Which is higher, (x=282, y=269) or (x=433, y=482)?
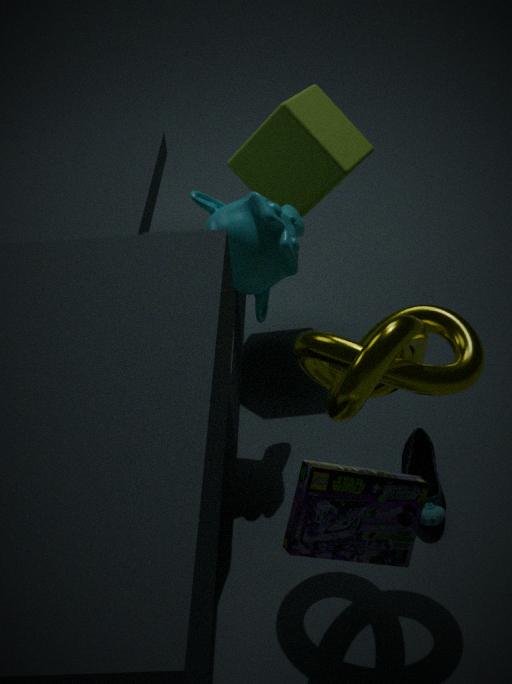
(x=282, y=269)
